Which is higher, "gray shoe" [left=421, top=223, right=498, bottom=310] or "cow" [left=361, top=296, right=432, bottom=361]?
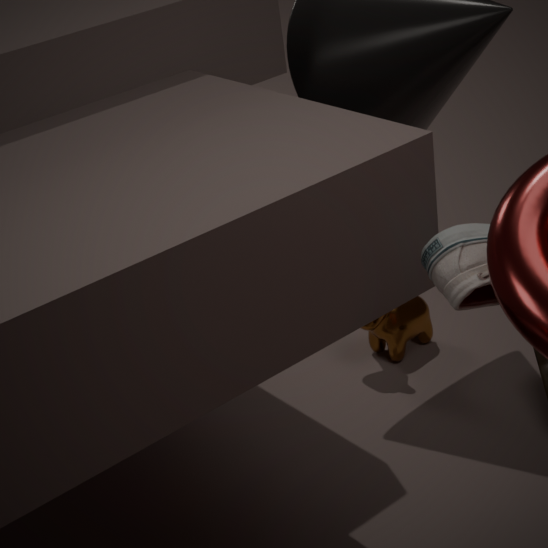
"gray shoe" [left=421, top=223, right=498, bottom=310]
